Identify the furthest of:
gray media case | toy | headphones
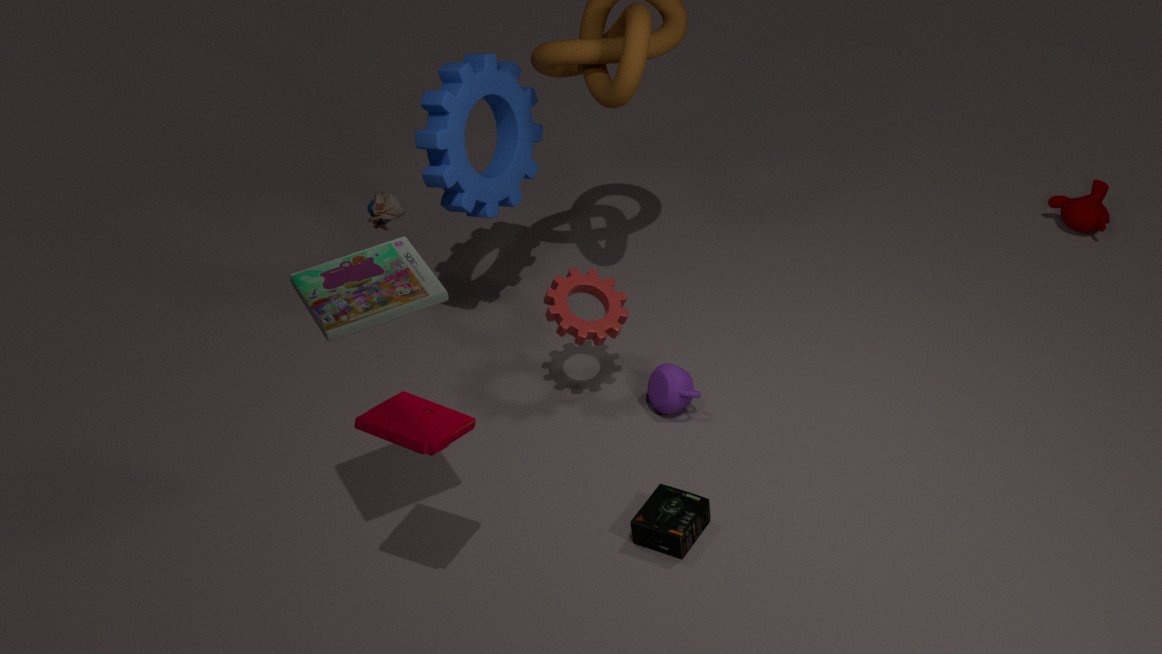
toy
